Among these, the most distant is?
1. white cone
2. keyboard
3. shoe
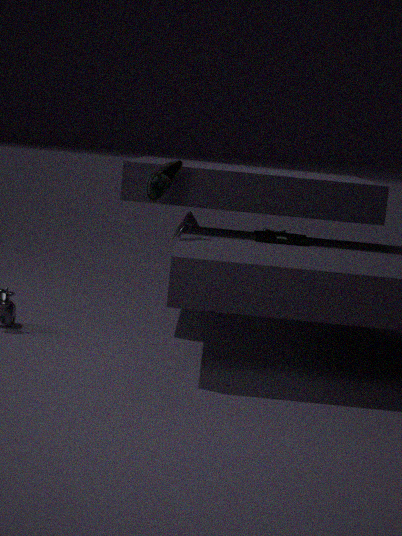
white cone
